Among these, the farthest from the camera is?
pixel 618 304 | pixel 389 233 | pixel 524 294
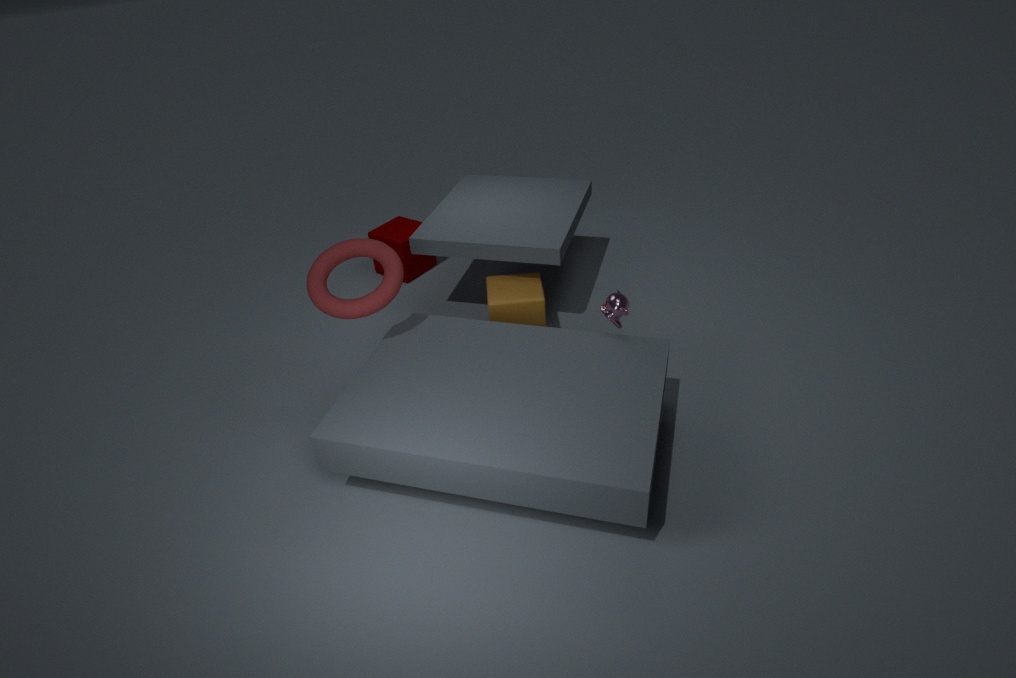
pixel 389 233
